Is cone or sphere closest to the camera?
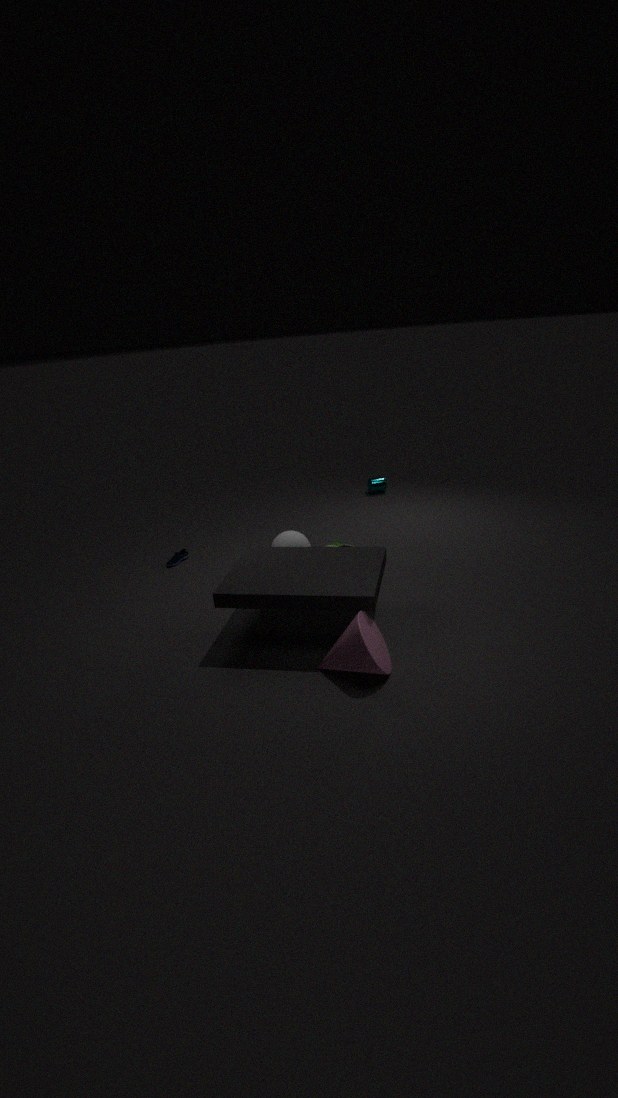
cone
